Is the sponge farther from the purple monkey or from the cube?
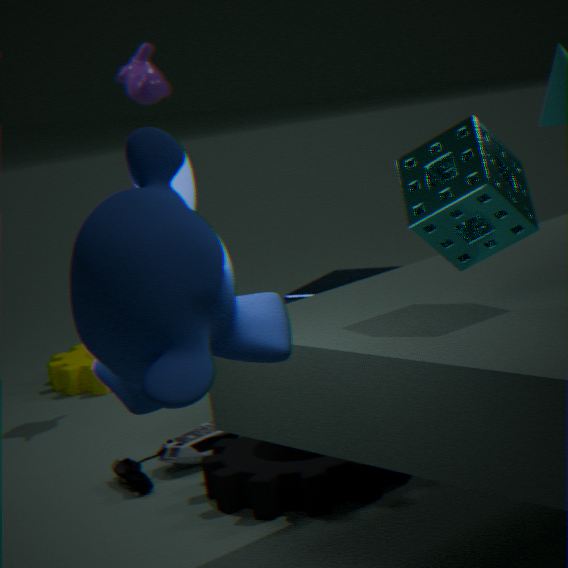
the purple monkey
